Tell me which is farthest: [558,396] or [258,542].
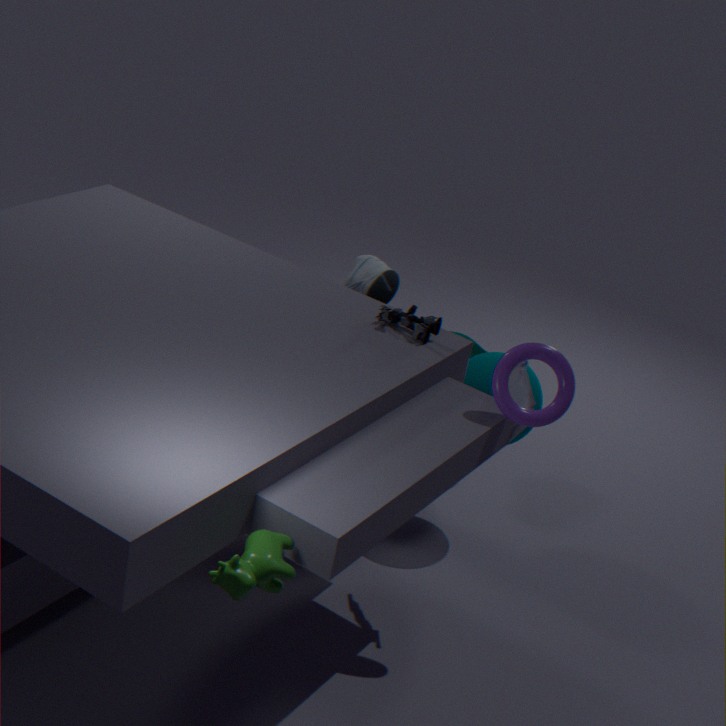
[558,396]
